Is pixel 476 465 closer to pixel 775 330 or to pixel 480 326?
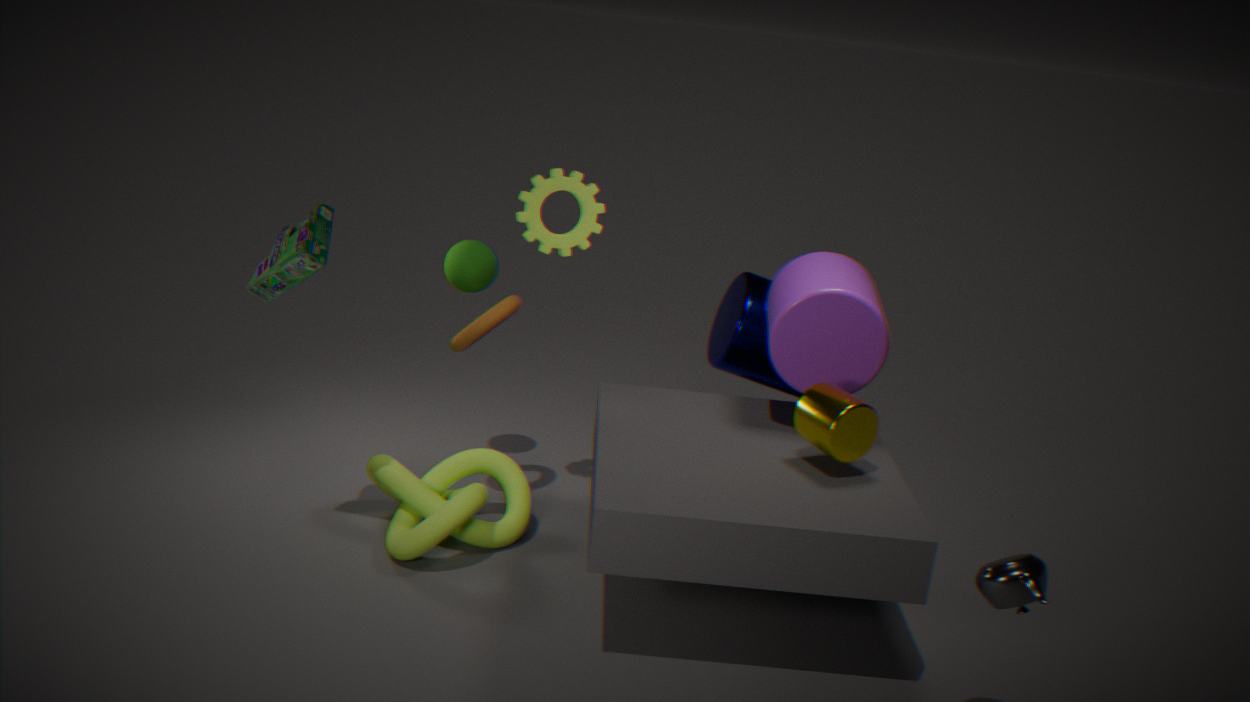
pixel 480 326
